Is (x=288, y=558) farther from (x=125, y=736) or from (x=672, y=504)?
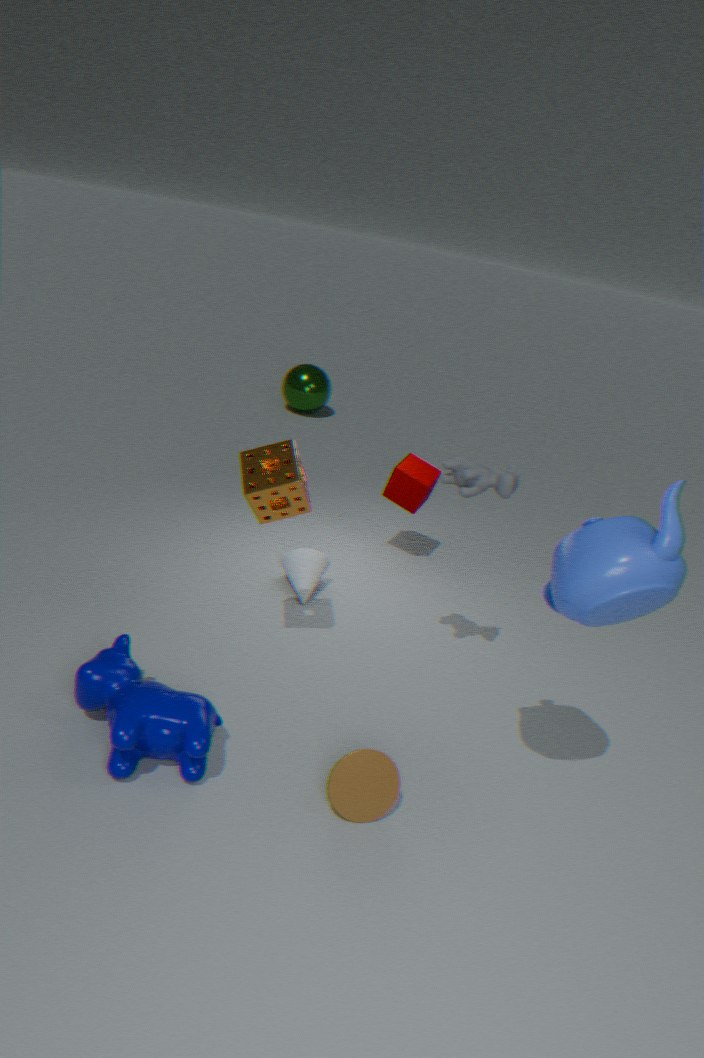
(x=672, y=504)
